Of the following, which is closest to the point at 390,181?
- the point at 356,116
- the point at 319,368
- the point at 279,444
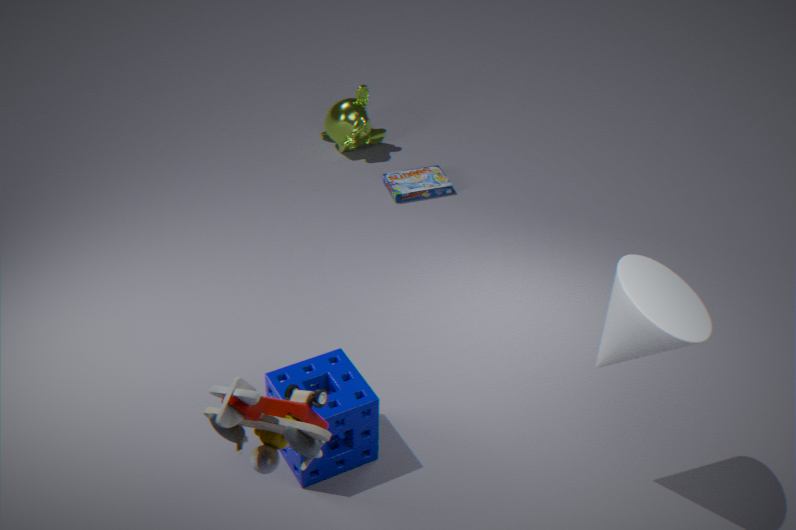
the point at 356,116
